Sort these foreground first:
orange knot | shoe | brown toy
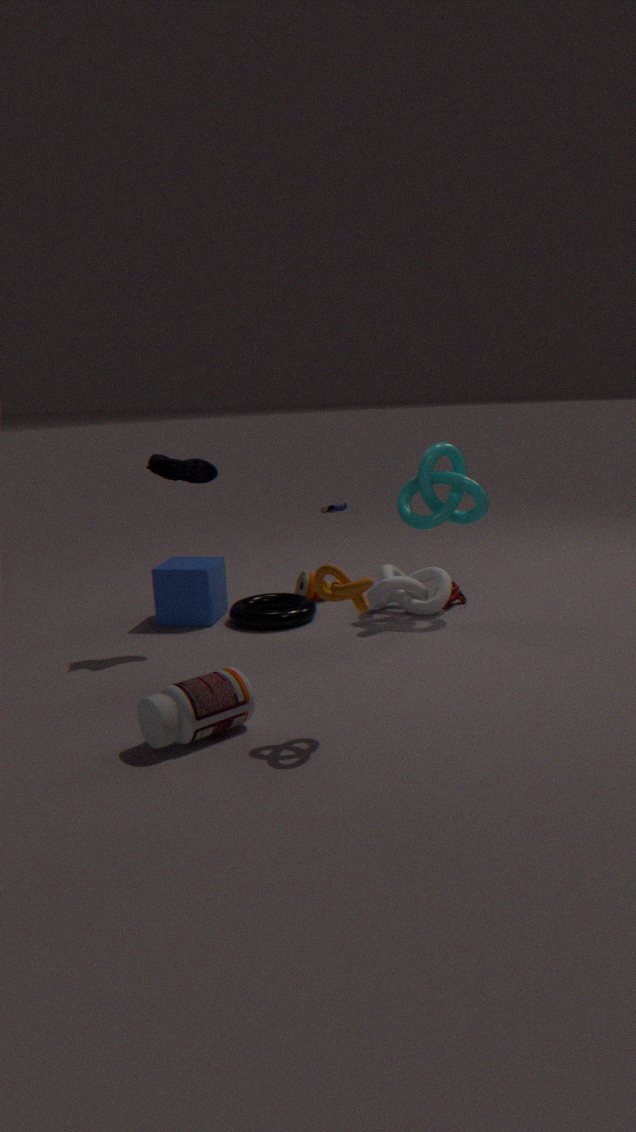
orange knot < shoe < brown toy
